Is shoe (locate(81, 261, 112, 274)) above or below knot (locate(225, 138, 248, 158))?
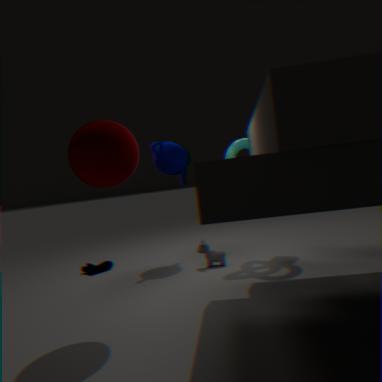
below
